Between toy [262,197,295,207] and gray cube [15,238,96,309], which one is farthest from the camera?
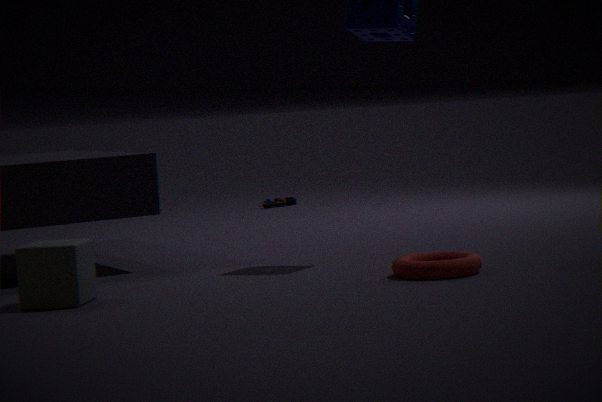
toy [262,197,295,207]
